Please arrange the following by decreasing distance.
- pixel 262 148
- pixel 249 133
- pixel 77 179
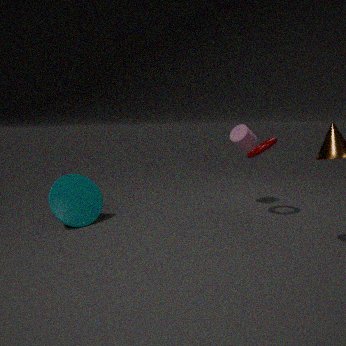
pixel 249 133 < pixel 77 179 < pixel 262 148
